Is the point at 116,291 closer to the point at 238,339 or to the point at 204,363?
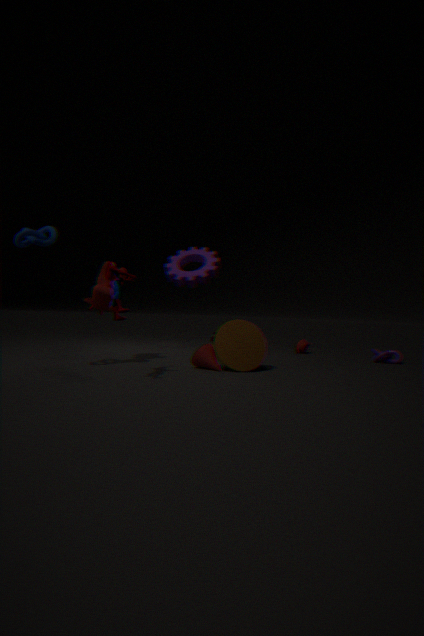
the point at 204,363
